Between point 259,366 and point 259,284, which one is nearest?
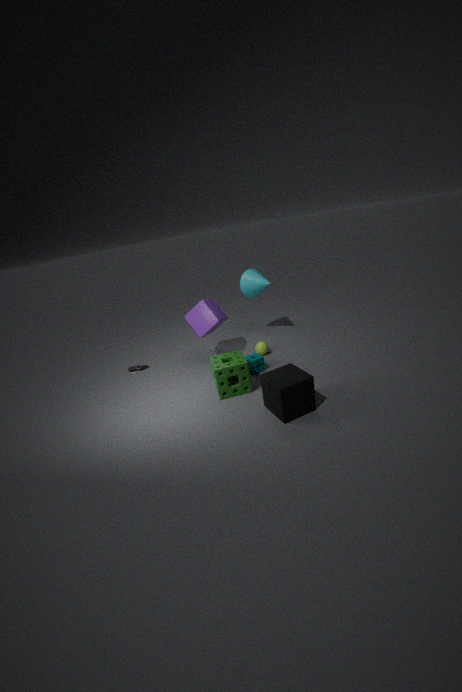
point 259,366
